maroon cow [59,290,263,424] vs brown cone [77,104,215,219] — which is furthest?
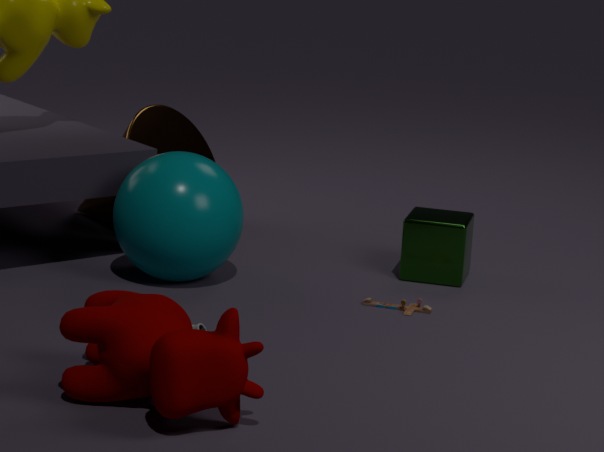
brown cone [77,104,215,219]
